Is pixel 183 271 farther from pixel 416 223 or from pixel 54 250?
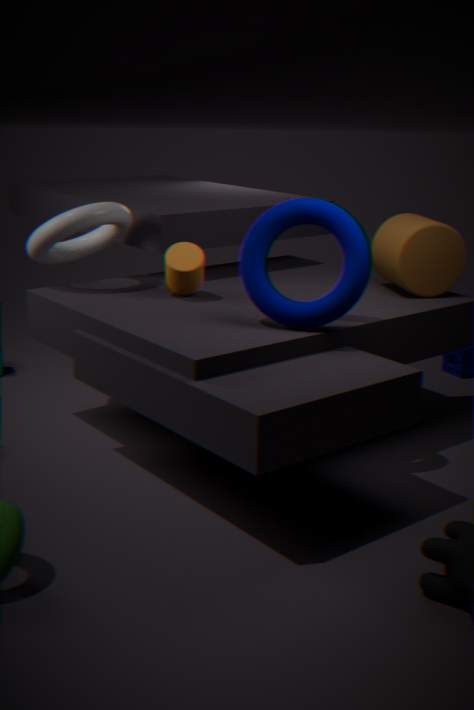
pixel 416 223
